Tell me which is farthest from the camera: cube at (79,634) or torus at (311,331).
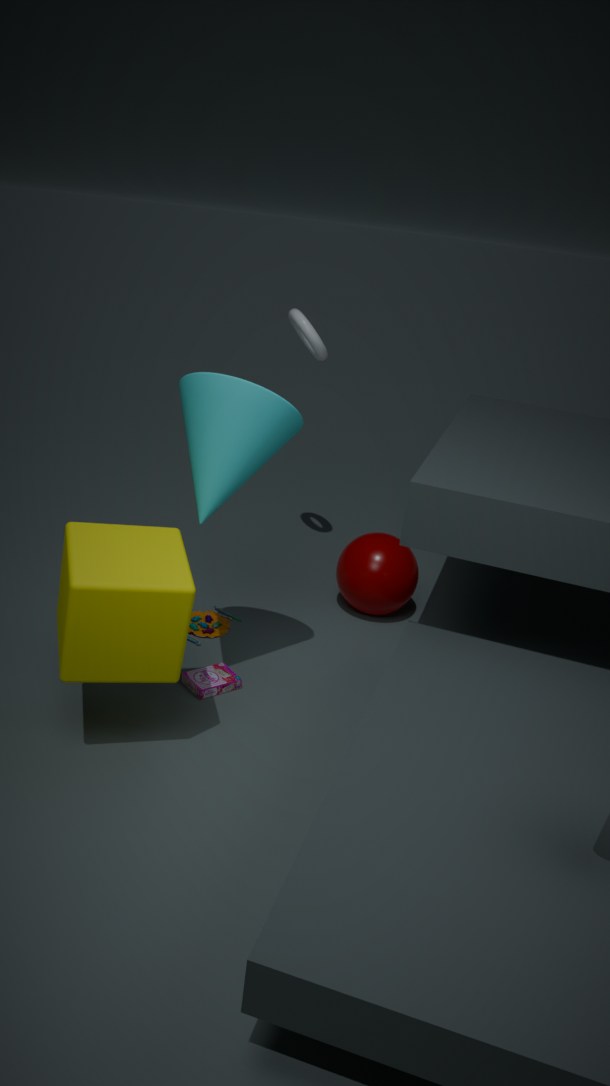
torus at (311,331)
